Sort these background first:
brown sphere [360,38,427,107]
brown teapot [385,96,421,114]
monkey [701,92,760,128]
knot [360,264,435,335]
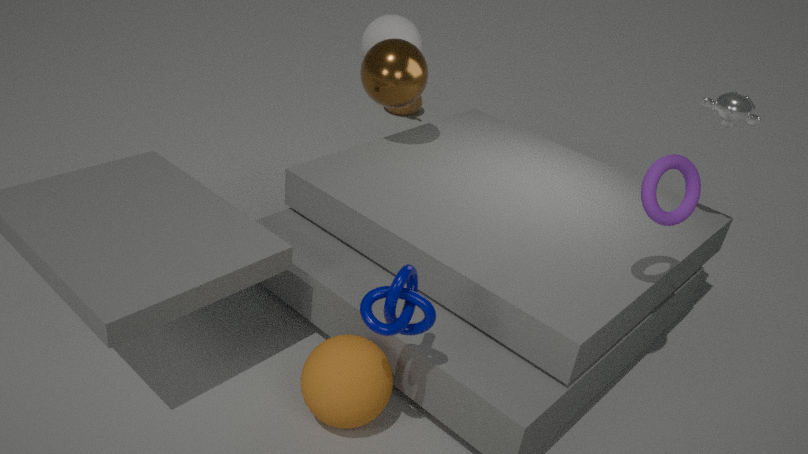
1. brown teapot [385,96,421,114]
2. brown sphere [360,38,427,107]
3. monkey [701,92,760,128]
4. knot [360,264,435,335]
